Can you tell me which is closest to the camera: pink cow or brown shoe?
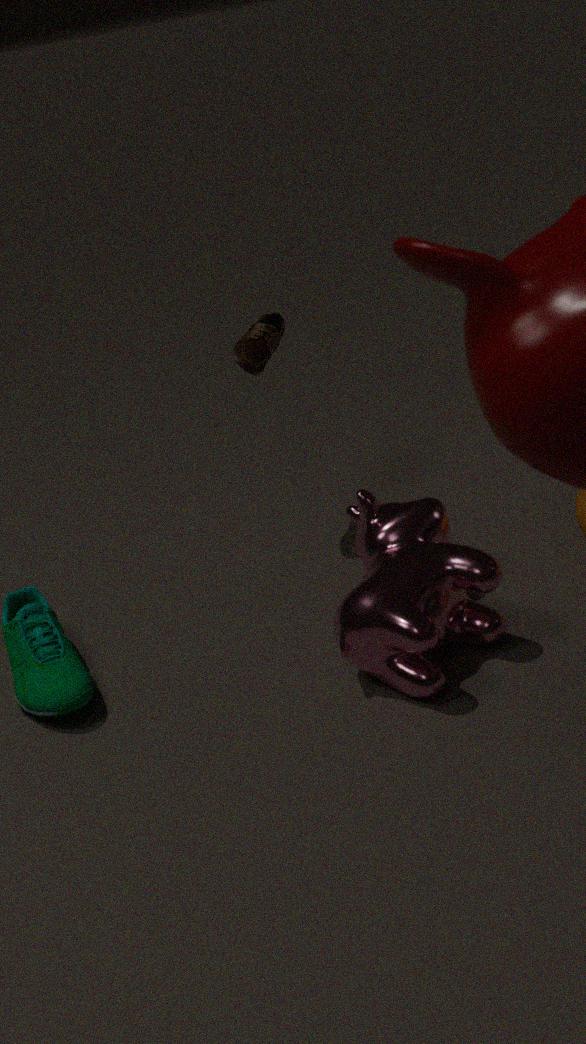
pink cow
